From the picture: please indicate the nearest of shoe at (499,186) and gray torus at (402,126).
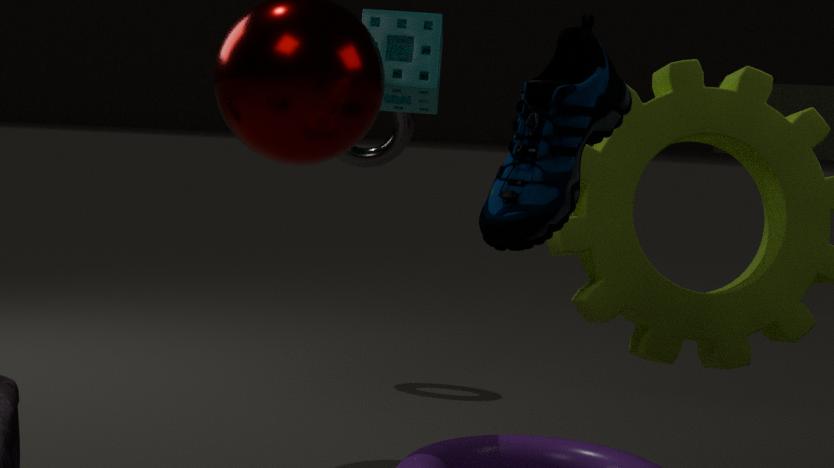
shoe at (499,186)
